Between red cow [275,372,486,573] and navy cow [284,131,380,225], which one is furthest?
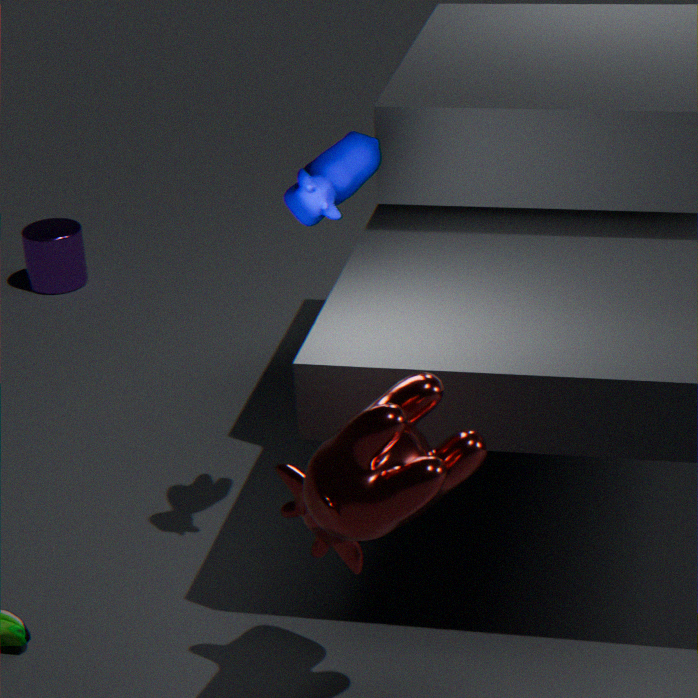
navy cow [284,131,380,225]
